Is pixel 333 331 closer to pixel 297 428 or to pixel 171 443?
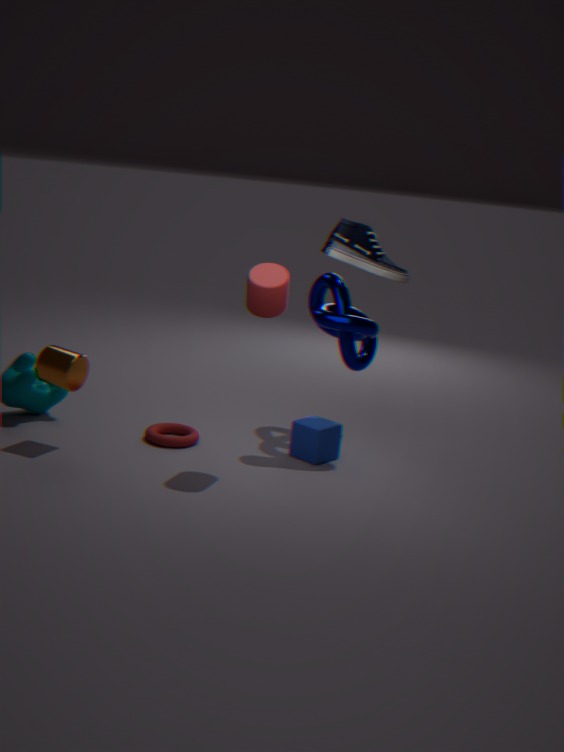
pixel 297 428
